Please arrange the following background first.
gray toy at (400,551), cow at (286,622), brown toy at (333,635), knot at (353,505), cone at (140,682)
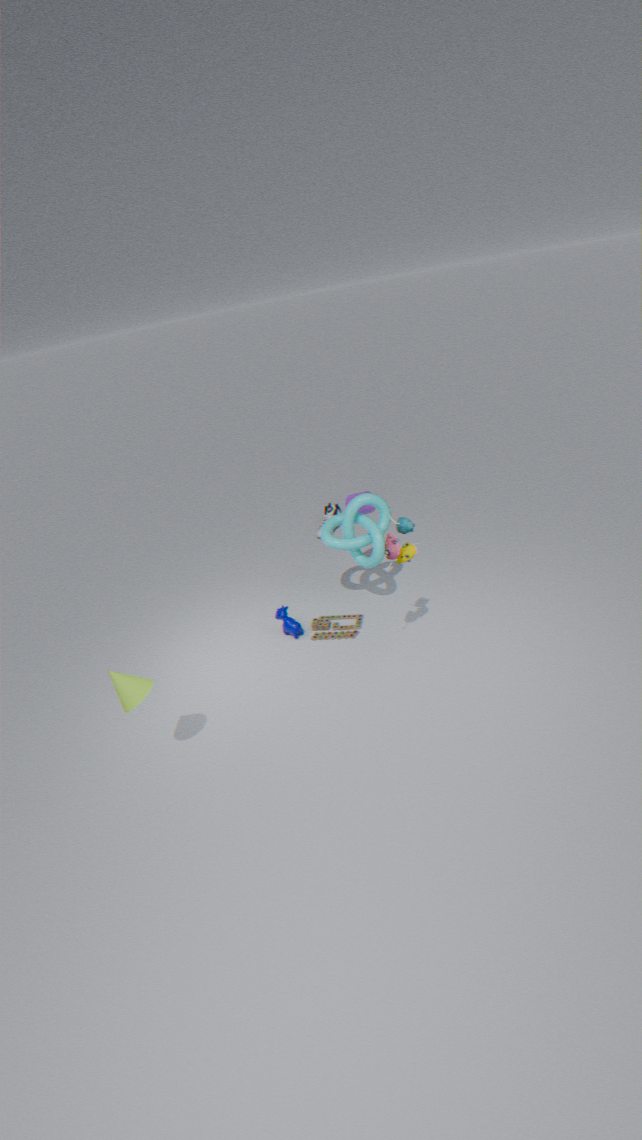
cow at (286,622) < brown toy at (333,635) < knot at (353,505) < gray toy at (400,551) < cone at (140,682)
